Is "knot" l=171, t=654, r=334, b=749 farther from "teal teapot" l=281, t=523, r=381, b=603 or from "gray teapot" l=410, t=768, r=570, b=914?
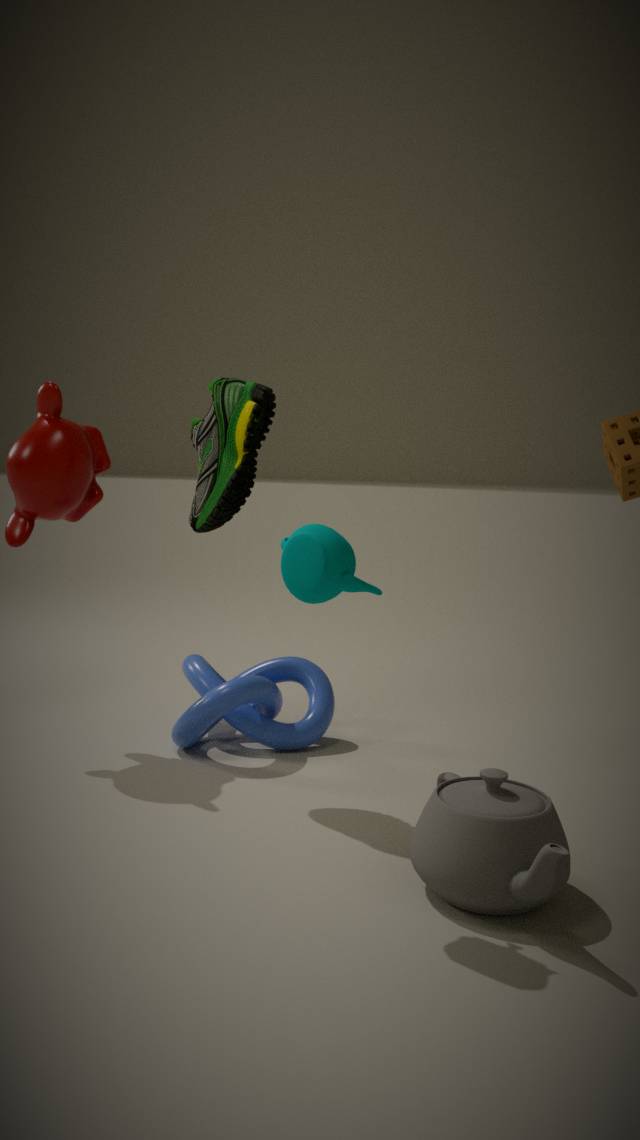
"teal teapot" l=281, t=523, r=381, b=603
